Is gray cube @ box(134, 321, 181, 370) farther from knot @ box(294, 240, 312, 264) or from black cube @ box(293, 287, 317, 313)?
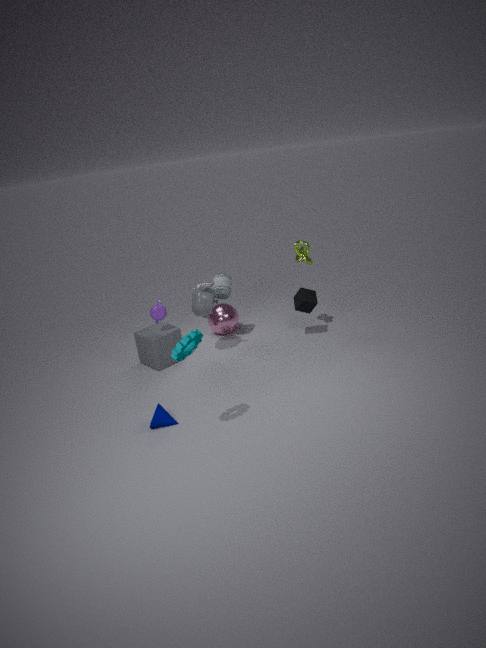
knot @ box(294, 240, 312, 264)
